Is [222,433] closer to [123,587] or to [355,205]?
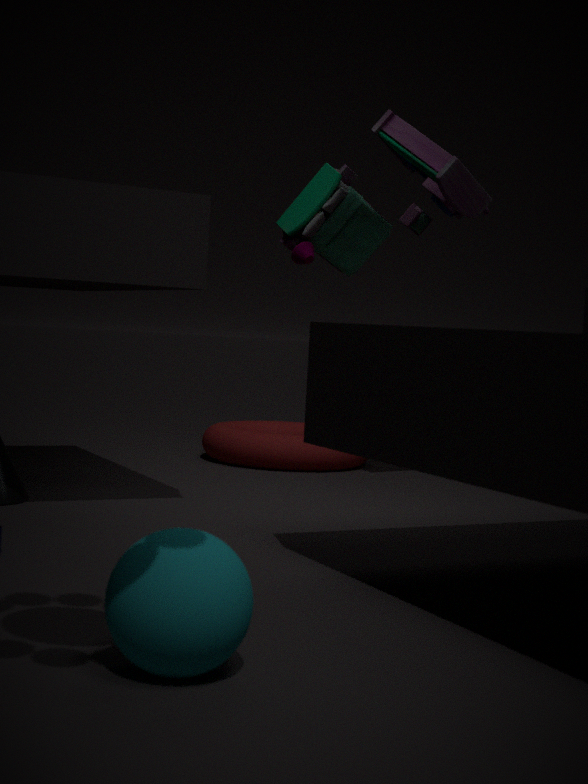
[355,205]
